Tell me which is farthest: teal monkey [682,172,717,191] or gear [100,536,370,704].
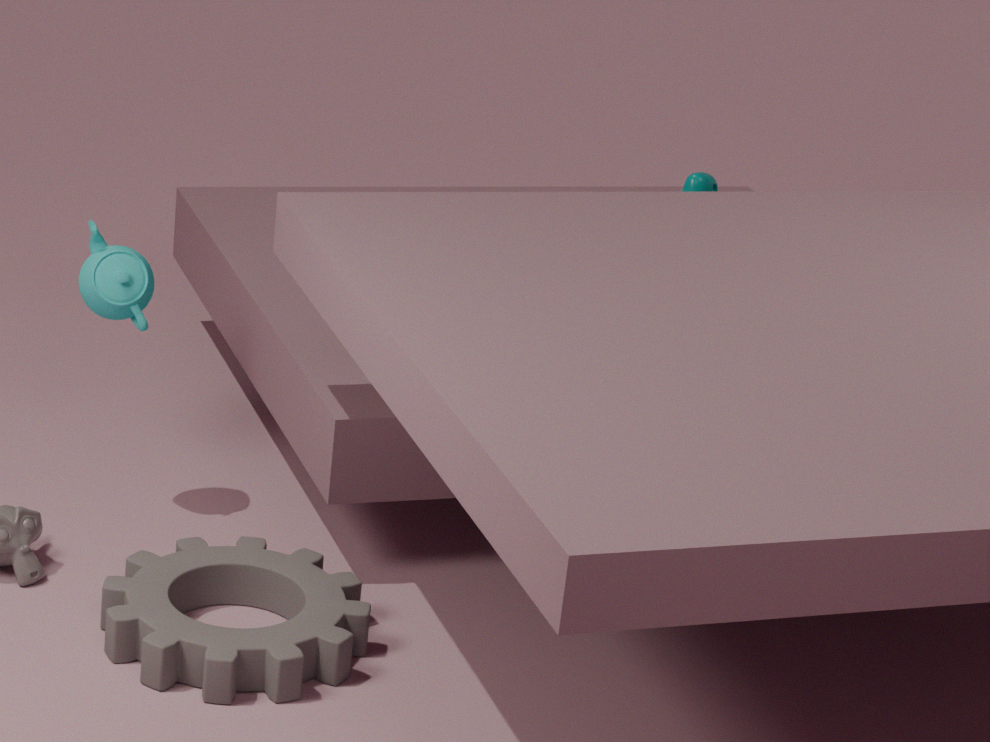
teal monkey [682,172,717,191]
